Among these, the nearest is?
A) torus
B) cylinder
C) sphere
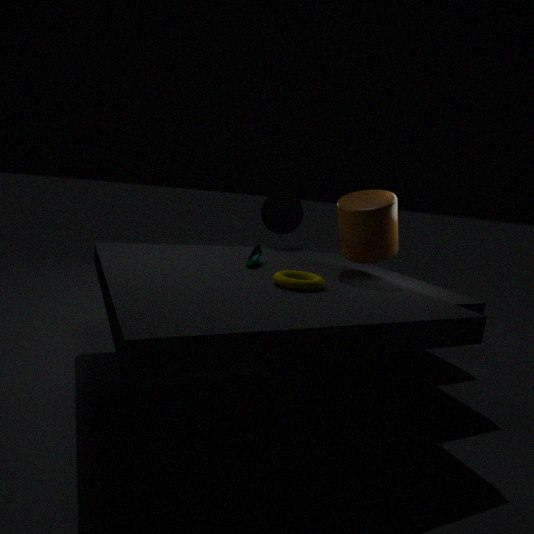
torus
